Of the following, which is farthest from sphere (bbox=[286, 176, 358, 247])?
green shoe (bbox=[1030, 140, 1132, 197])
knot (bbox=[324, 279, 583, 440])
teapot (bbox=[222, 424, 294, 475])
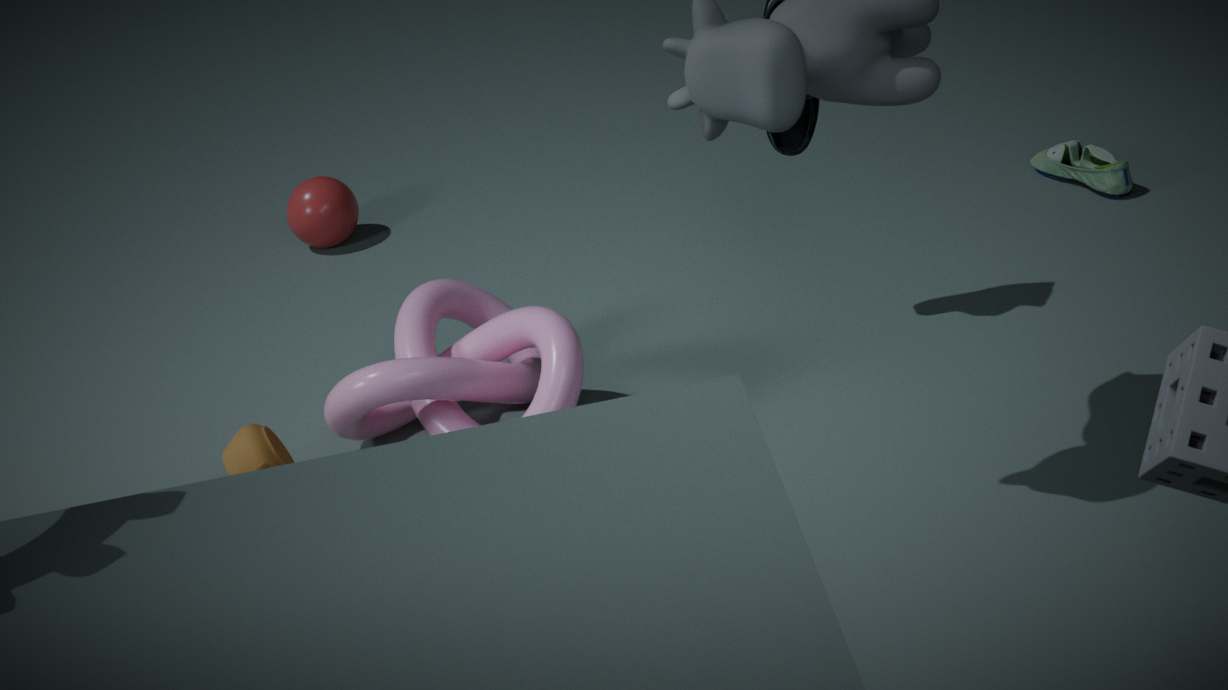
green shoe (bbox=[1030, 140, 1132, 197])
